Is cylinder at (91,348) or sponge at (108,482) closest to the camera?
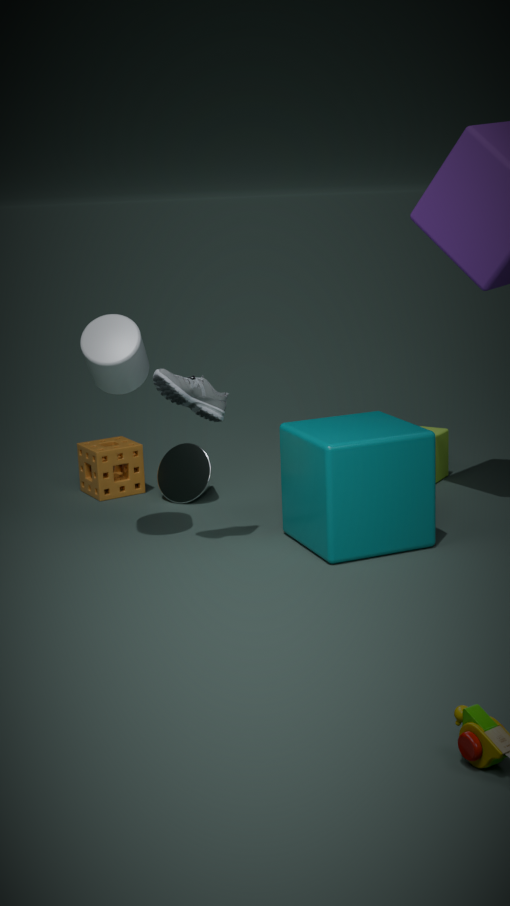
cylinder at (91,348)
